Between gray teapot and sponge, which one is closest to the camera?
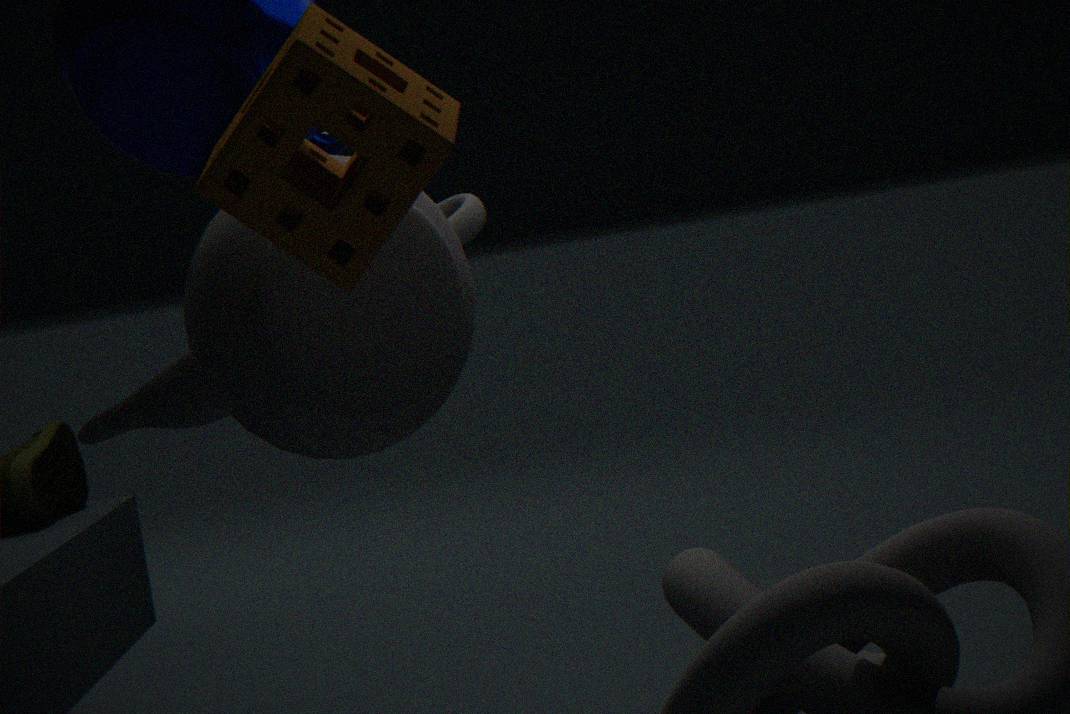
sponge
